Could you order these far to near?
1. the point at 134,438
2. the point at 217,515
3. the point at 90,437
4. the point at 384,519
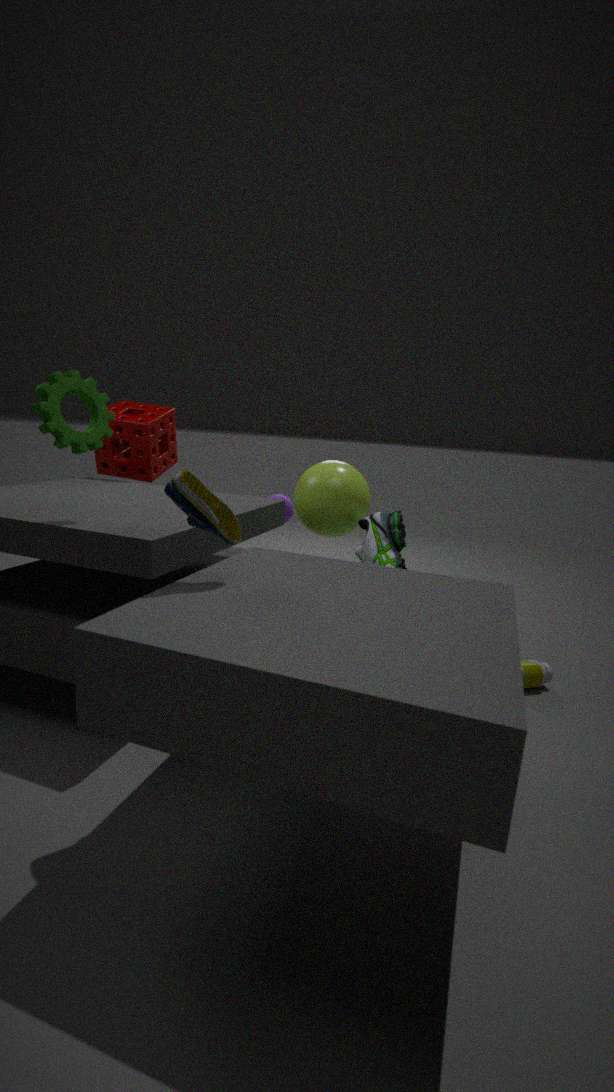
the point at 134,438 < the point at 384,519 < the point at 90,437 < the point at 217,515
